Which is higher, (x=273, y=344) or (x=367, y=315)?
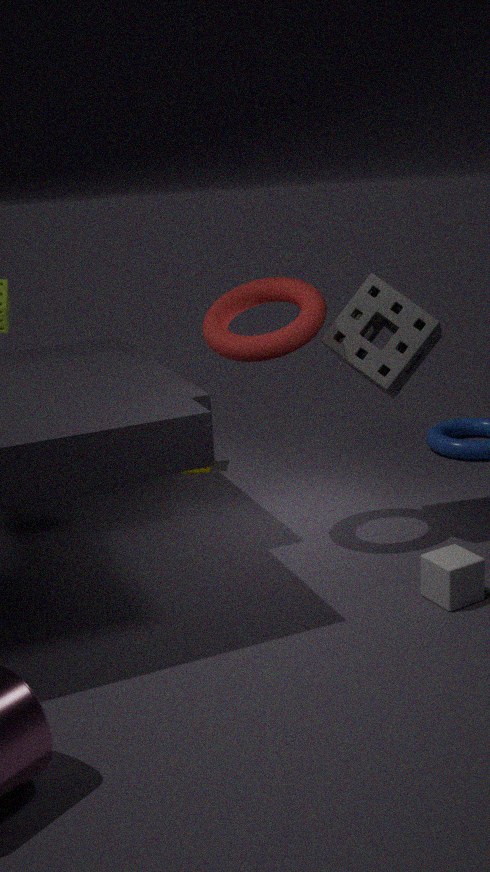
(x=273, y=344)
